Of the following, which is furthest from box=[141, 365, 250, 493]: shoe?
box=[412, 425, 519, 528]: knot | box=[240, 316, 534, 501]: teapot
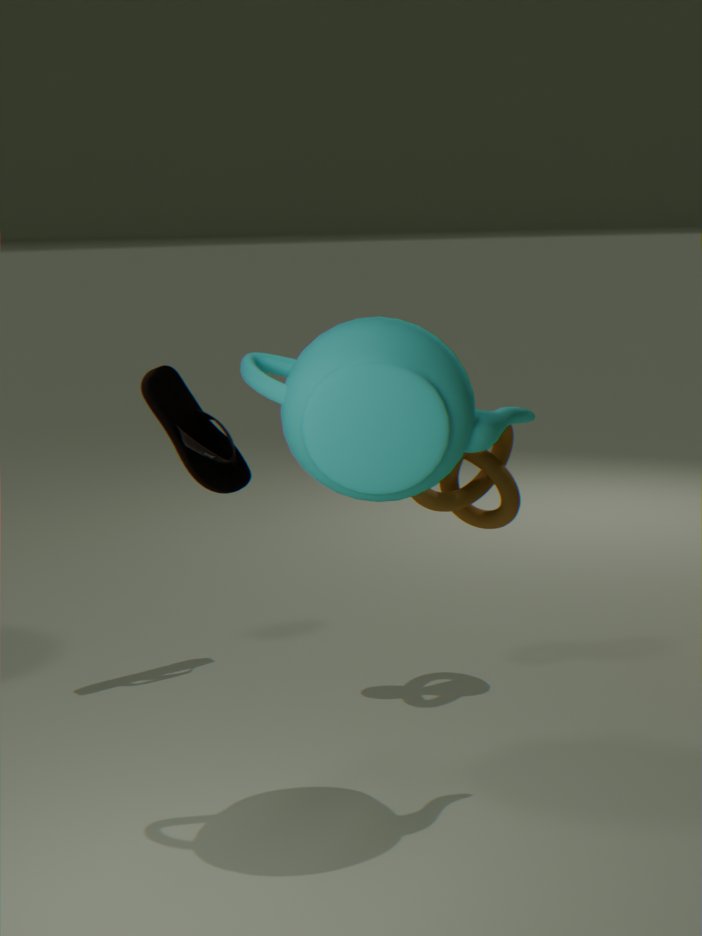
box=[240, 316, 534, 501]: teapot
